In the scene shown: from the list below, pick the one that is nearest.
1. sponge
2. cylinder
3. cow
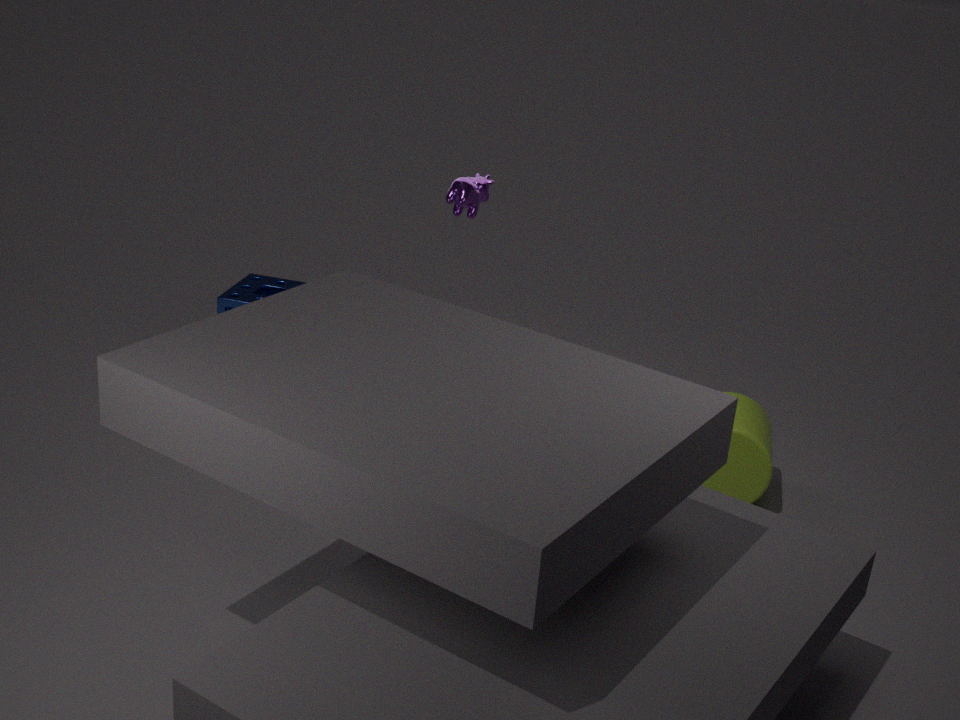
cylinder
